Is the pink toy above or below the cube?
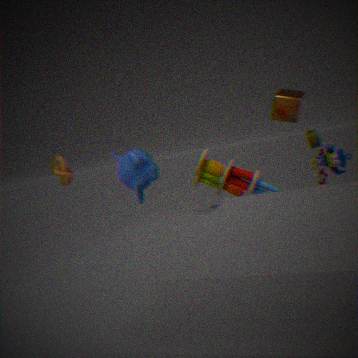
below
